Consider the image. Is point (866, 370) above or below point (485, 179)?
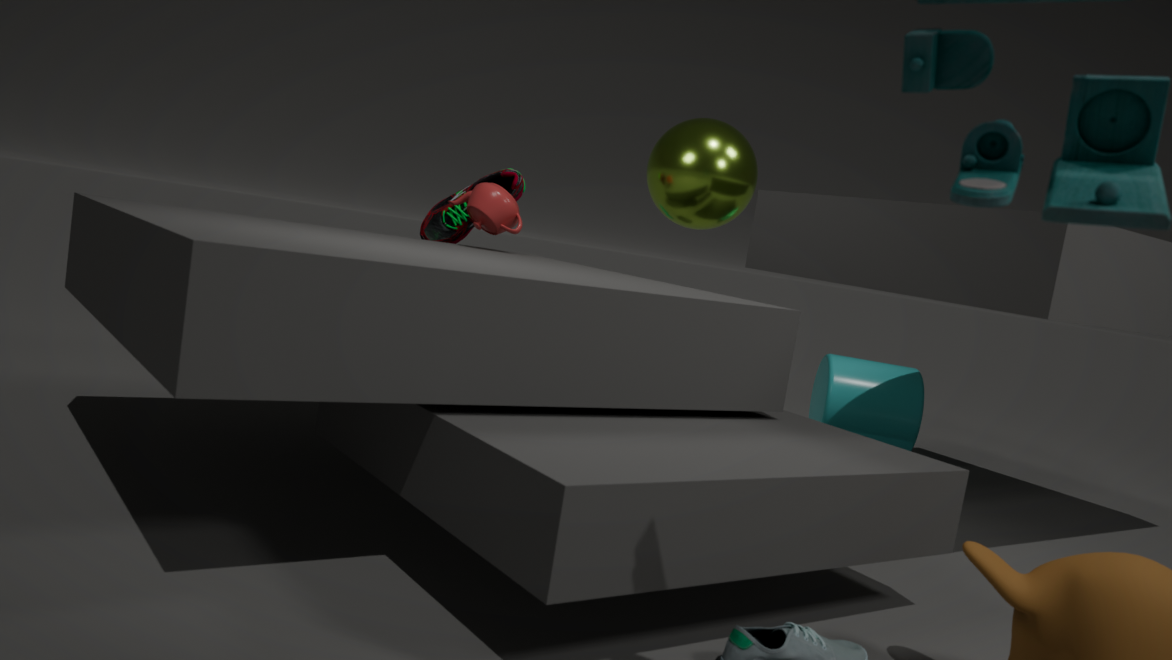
below
